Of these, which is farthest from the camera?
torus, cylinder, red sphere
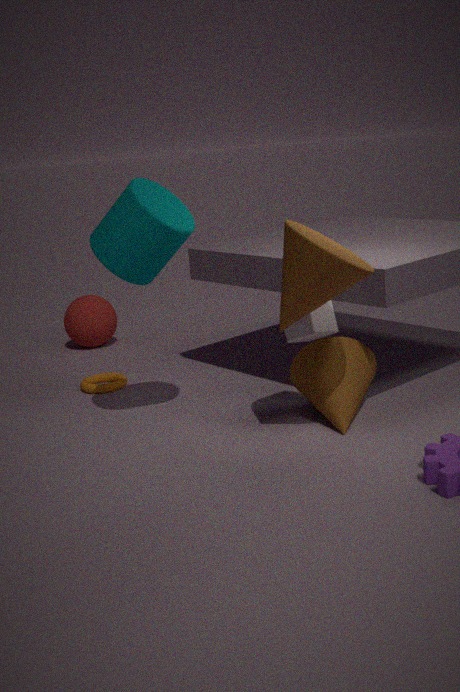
red sphere
